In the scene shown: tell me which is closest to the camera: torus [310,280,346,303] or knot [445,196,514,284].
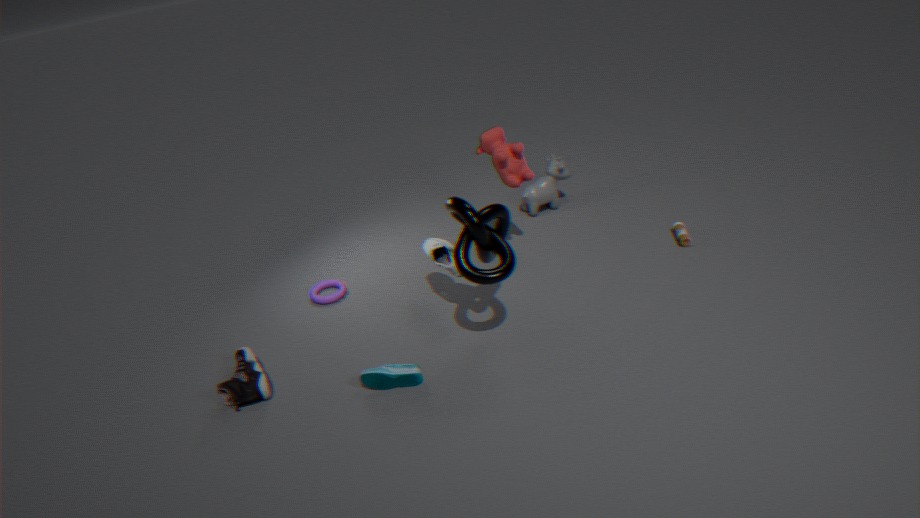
knot [445,196,514,284]
